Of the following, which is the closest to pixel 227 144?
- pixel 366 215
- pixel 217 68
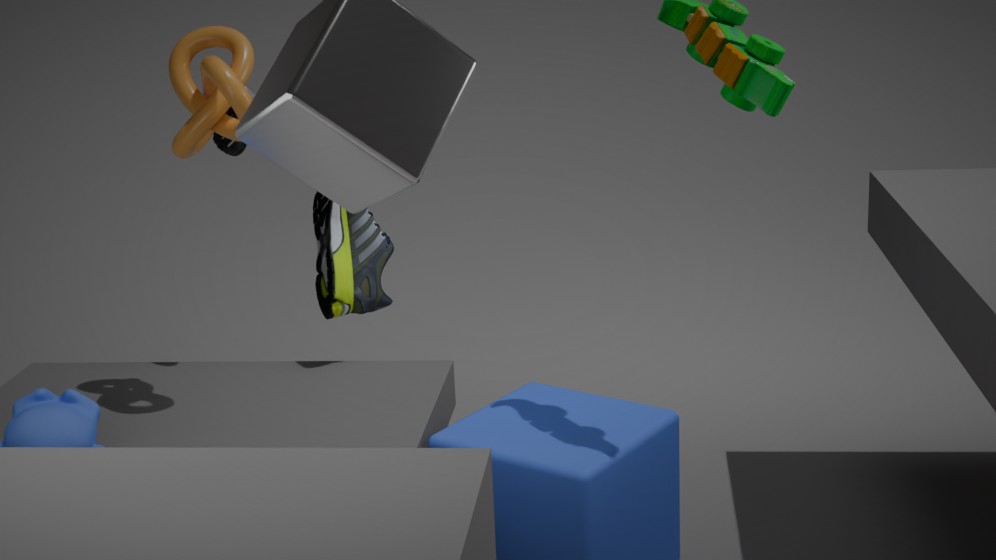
pixel 217 68
